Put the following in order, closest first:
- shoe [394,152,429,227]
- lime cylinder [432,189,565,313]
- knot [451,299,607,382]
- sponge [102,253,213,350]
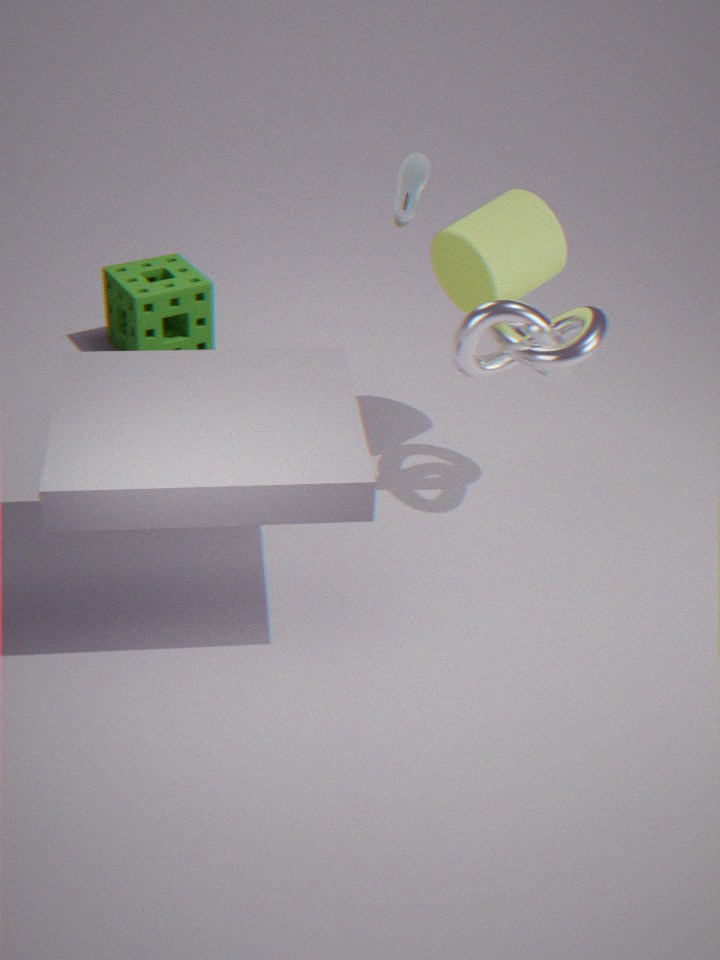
knot [451,299,607,382]
lime cylinder [432,189,565,313]
shoe [394,152,429,227]
sponge [102,253,213,350]
